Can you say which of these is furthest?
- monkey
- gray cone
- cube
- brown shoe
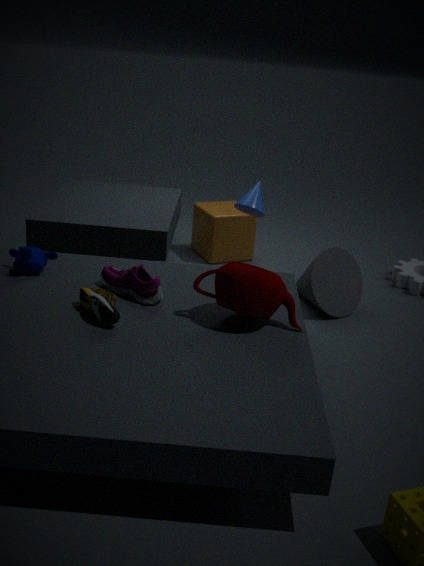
cube
